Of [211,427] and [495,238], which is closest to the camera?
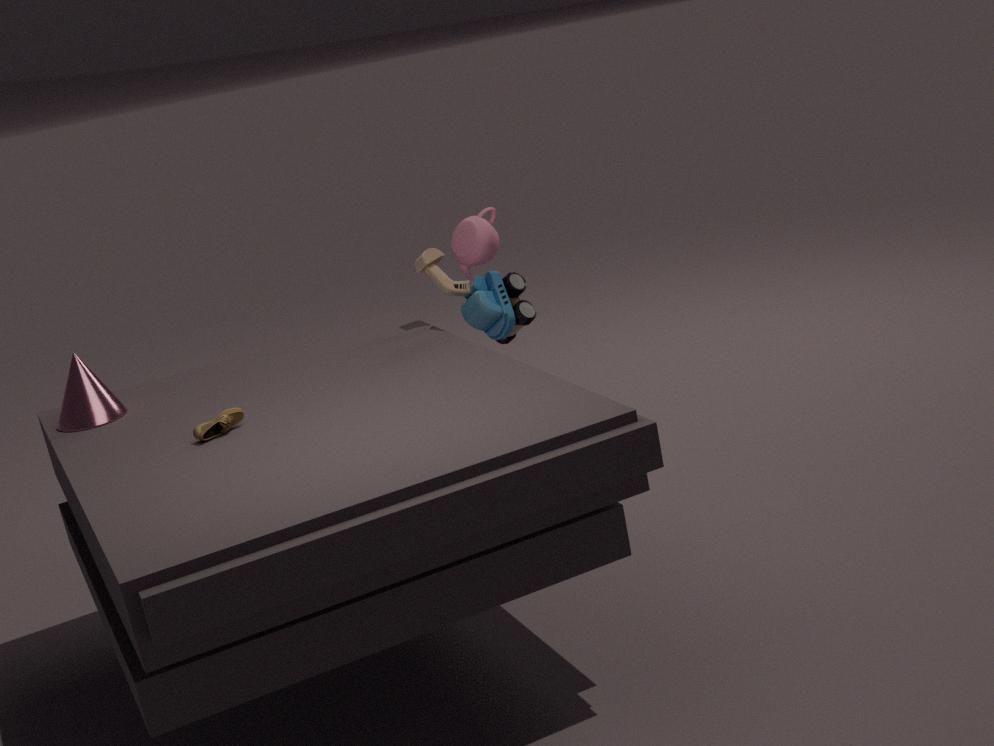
[211,427]
